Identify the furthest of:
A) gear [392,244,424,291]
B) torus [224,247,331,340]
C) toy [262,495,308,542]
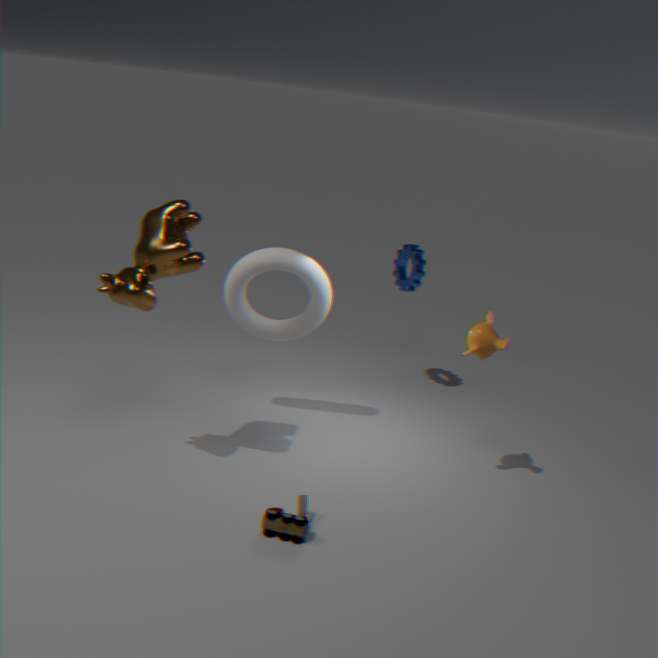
gear [392,244,424,291]
